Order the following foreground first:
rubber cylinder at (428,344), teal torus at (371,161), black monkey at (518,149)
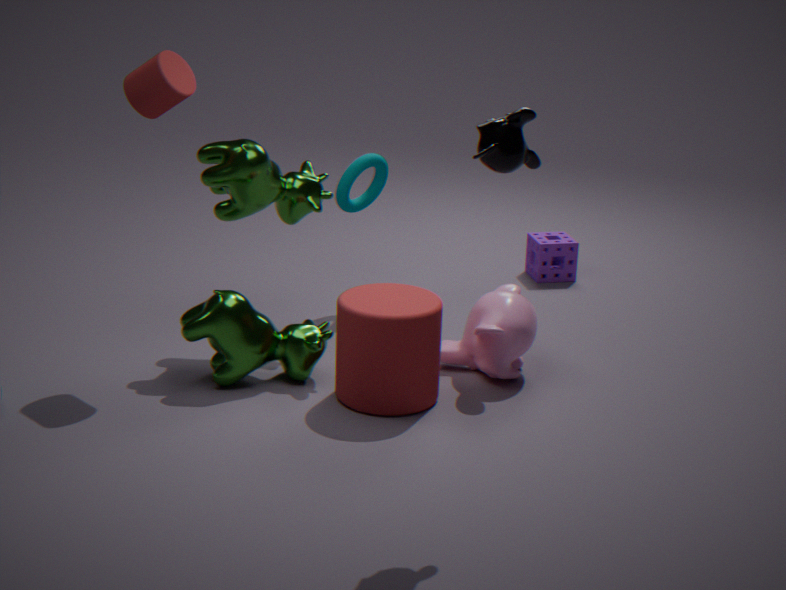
black monkey at (518,149) → rubber cylinder at (428,344) → teal torus at (371,161)
